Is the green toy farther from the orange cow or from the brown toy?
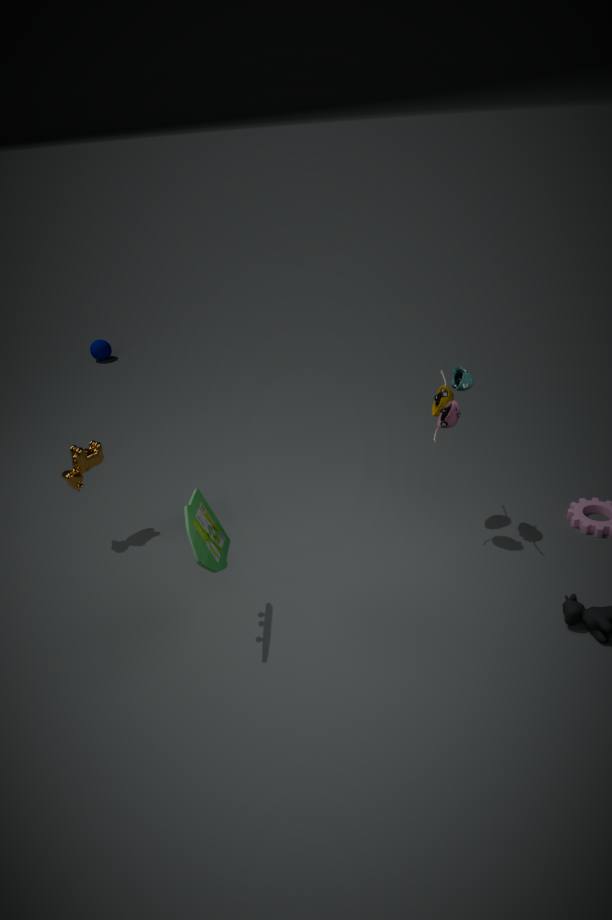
the brown toy
